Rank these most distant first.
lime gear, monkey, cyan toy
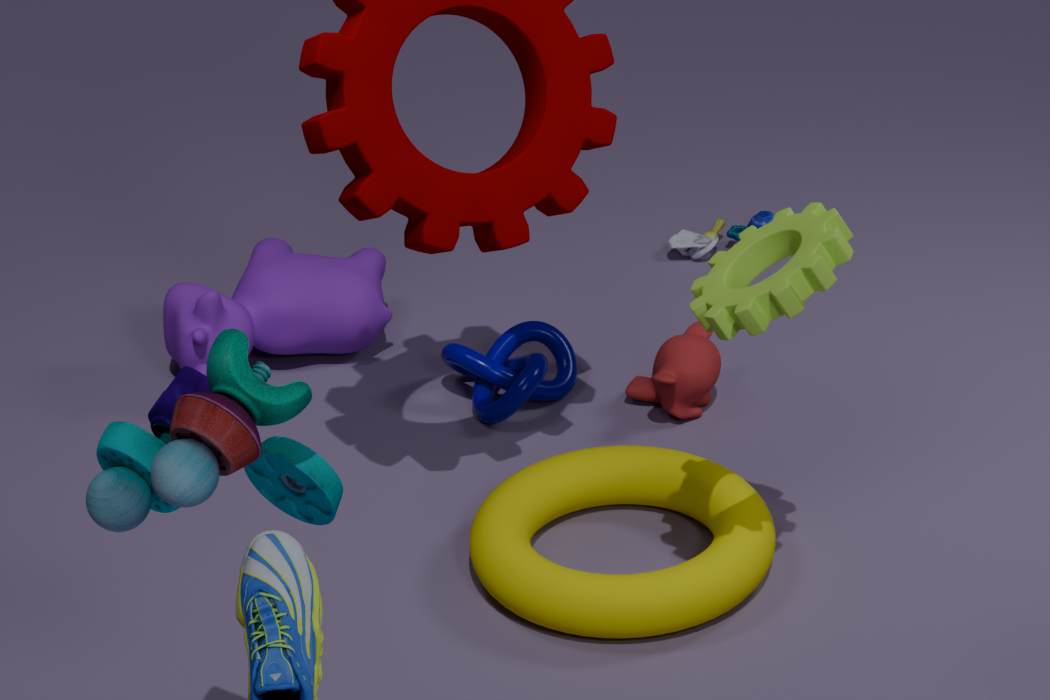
1. monkey
2. lime gear
3. cyan toy
